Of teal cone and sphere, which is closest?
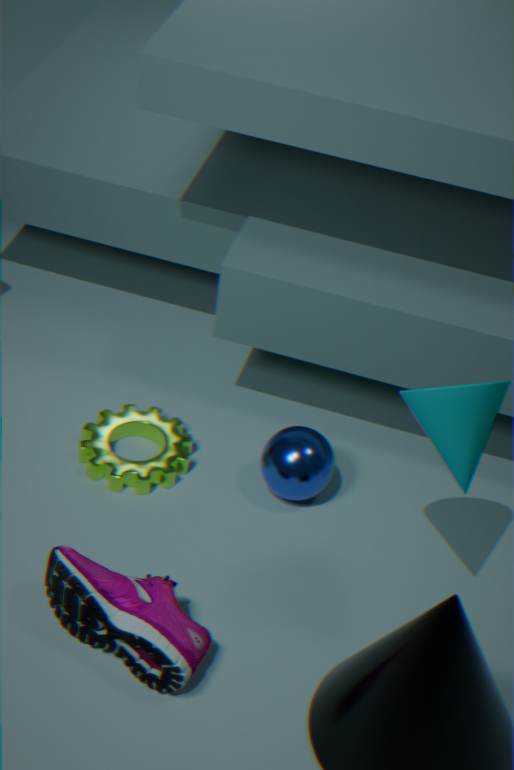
teal cone
